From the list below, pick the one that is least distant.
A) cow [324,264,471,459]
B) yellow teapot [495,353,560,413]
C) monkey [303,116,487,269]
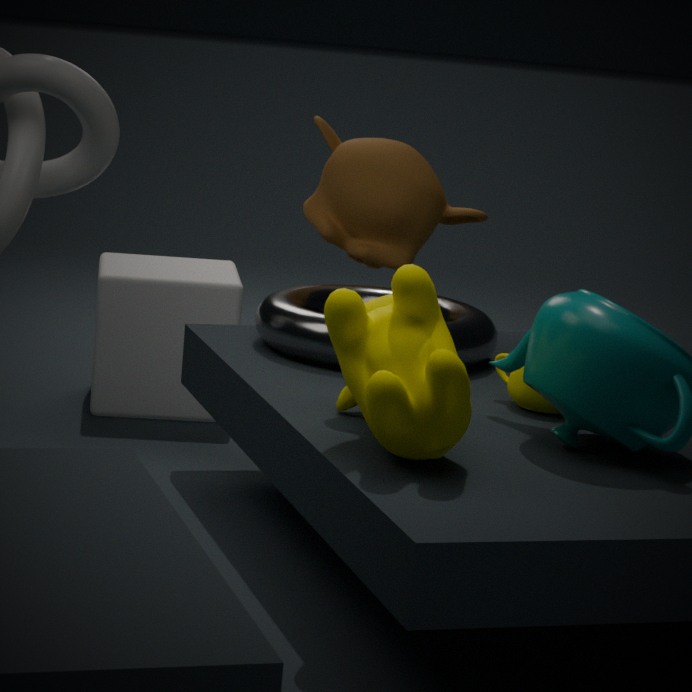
cow [324,264,471,459]
